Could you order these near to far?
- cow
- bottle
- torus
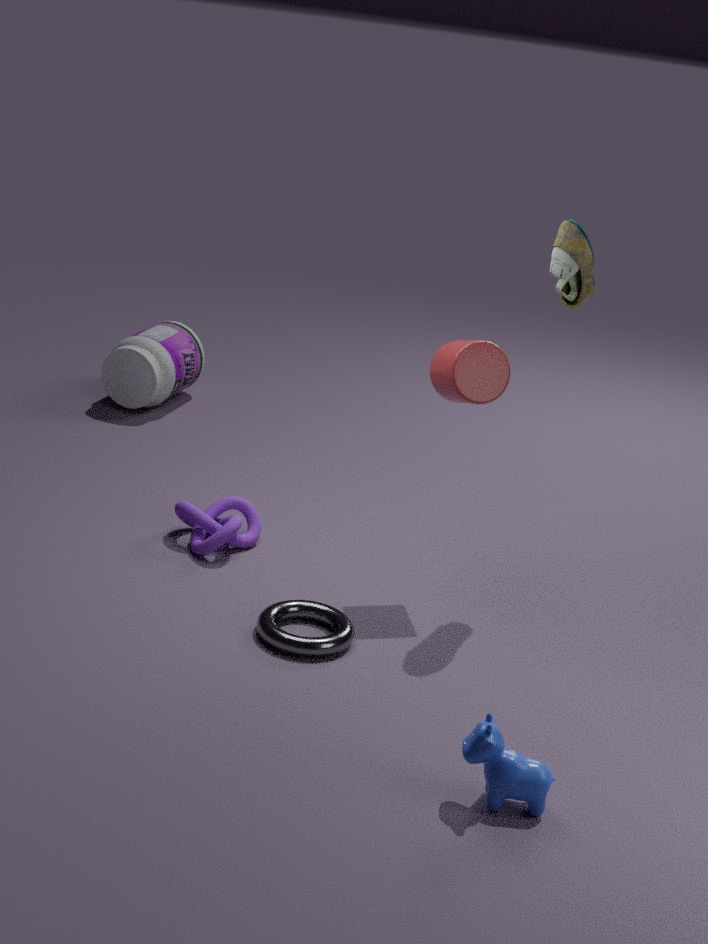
cow, torus, bottle
